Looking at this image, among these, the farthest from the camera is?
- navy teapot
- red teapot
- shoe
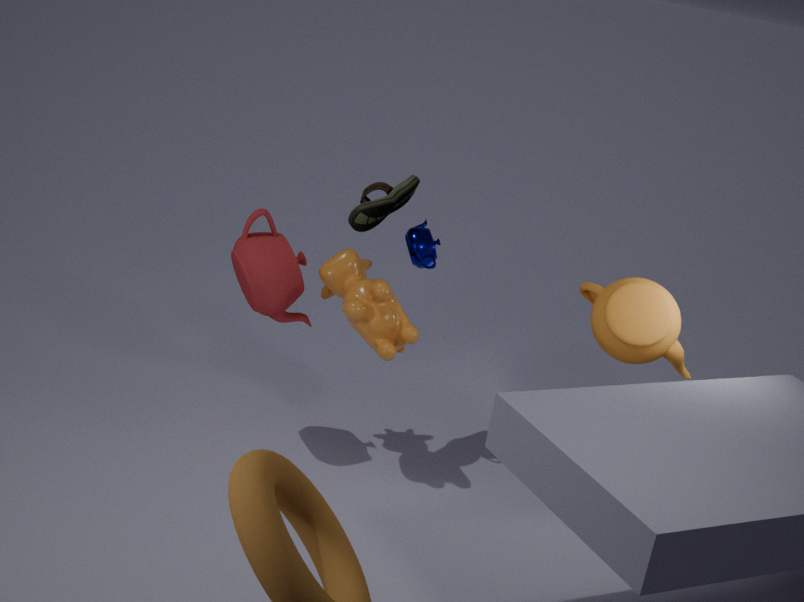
navy teapot
